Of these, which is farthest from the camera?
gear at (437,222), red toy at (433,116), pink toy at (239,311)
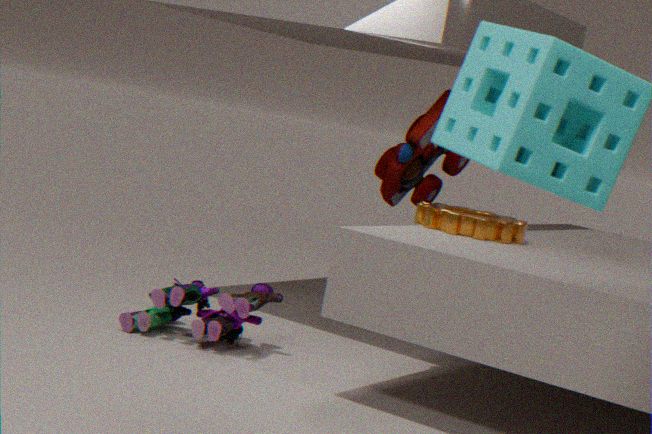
red toy at (433,116)
